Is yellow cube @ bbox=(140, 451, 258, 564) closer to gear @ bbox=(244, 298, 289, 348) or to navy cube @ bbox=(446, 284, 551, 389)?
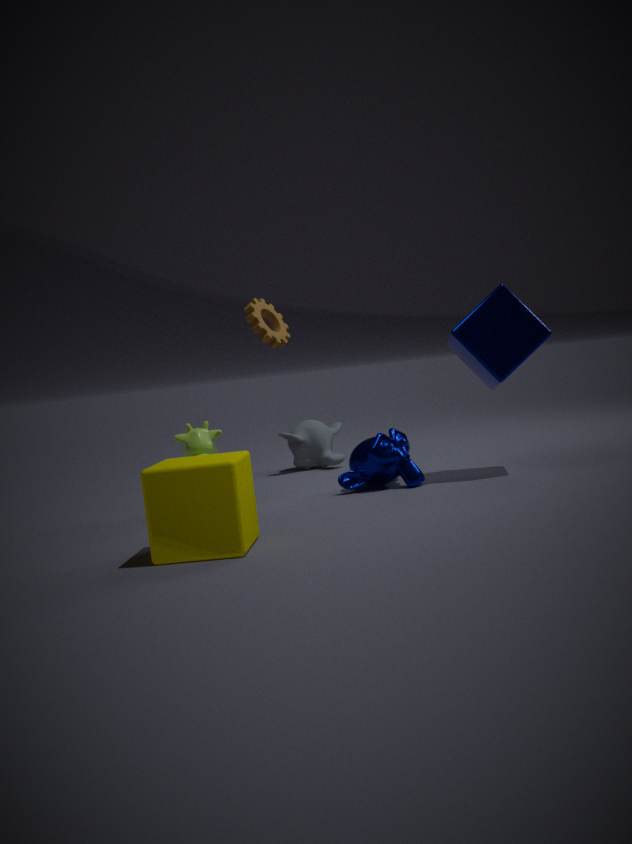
gear @ bbox=(244, 298, 289, 348)
